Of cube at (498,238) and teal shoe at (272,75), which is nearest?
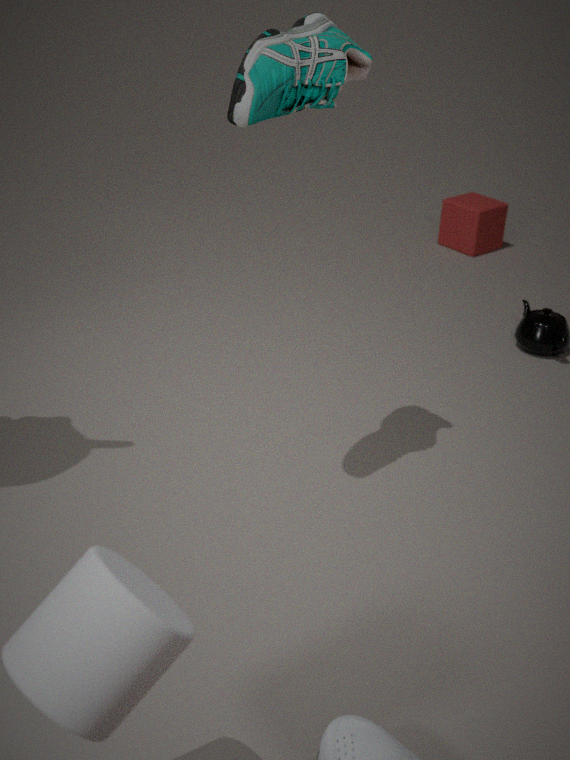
teal shoe at (272,75)
